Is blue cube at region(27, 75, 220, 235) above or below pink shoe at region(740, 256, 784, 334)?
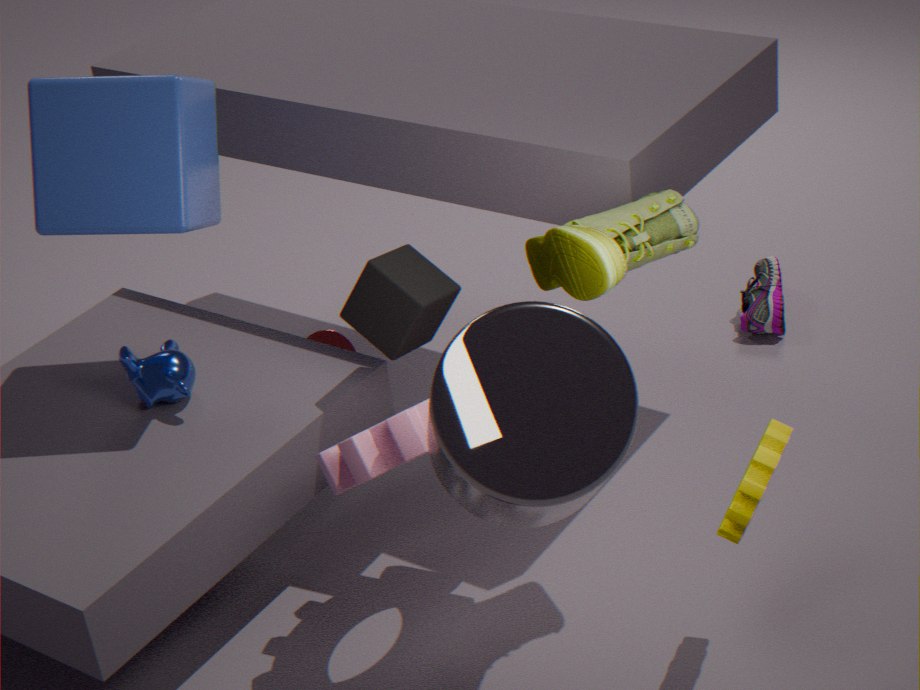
above
